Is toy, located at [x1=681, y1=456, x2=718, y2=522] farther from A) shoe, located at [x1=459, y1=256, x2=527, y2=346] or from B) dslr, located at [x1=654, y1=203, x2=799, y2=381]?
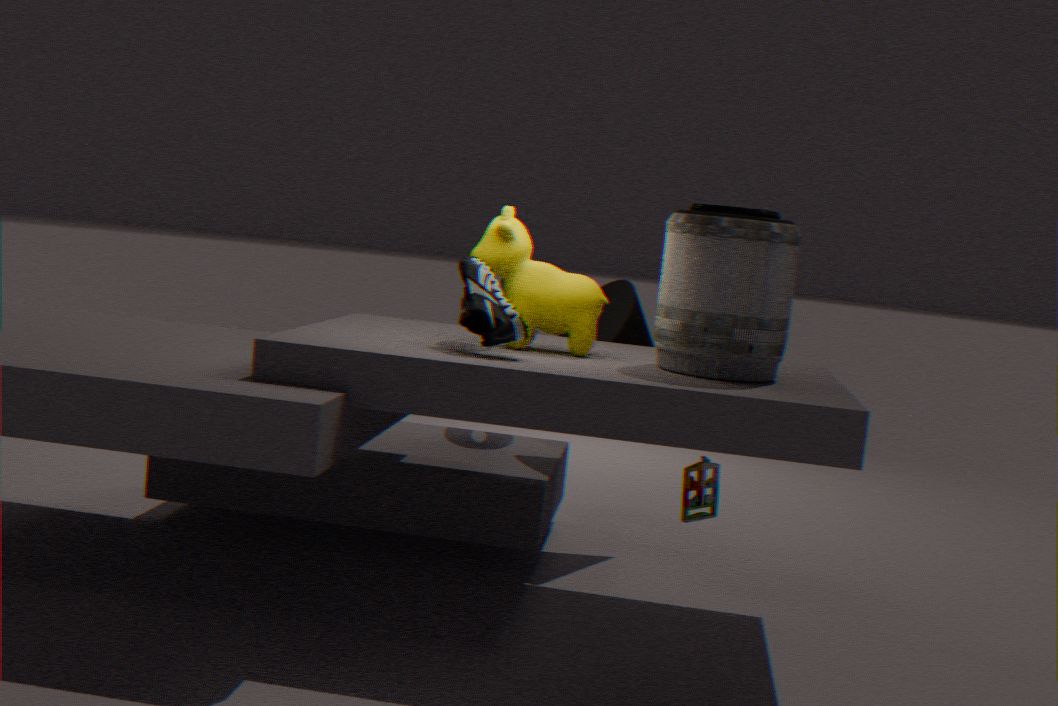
A) shoe, located at [x1=459, y1=256, x2=527, y2=346]
